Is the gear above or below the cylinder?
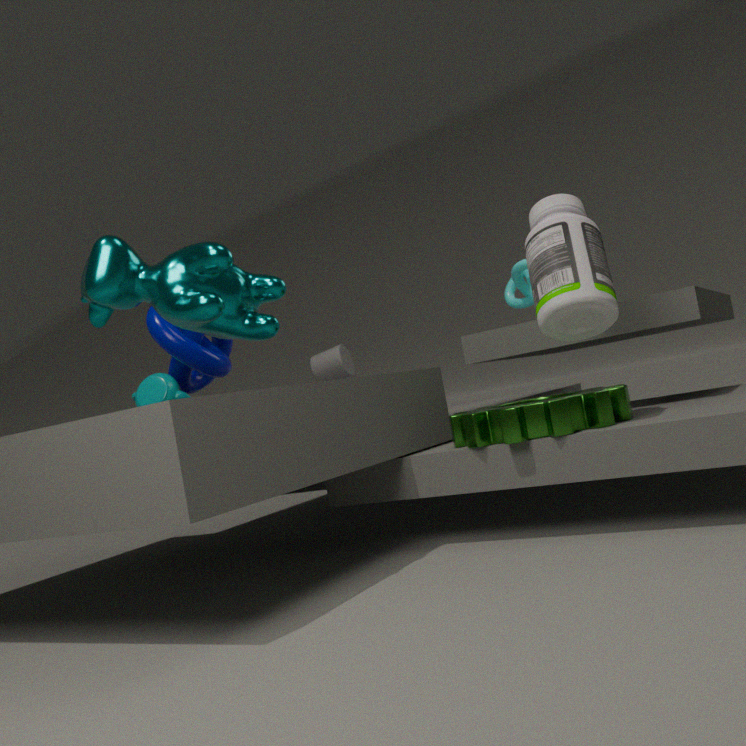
below
